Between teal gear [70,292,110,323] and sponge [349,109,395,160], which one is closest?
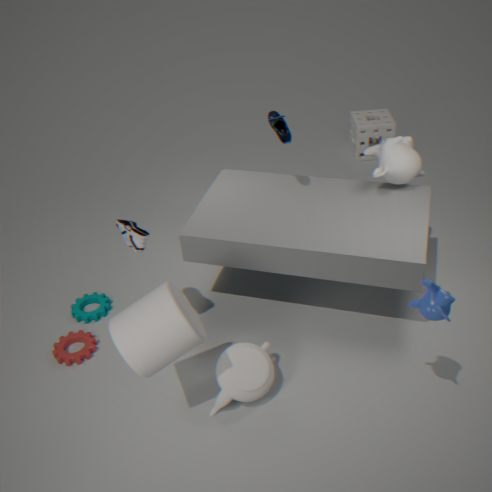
teal gear [70,292,110,323]
